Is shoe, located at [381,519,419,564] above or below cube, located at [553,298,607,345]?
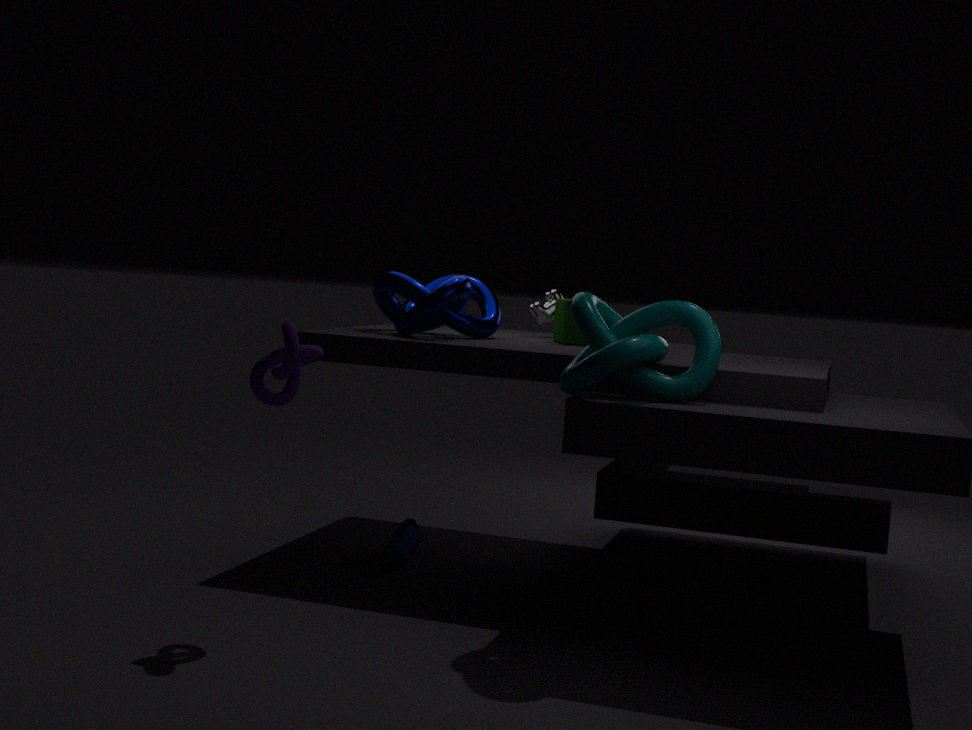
below
